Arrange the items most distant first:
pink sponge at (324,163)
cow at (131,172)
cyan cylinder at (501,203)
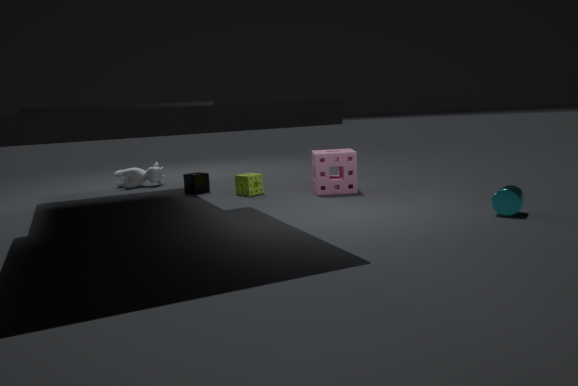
cow at (131,172), pink sponge at (324,163), cyan cylinder at (501,203)
